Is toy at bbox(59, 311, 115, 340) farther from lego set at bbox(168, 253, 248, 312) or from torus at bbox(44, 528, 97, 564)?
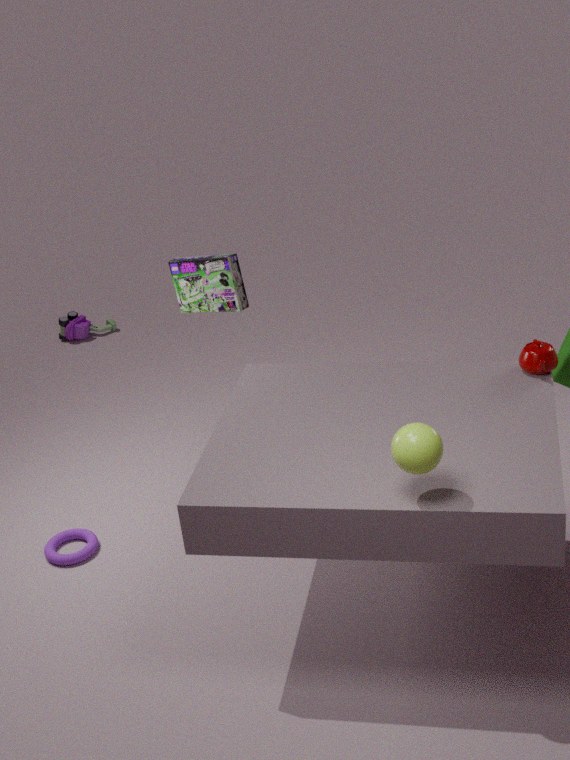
torus at bbox(44, 528, 97, 564)
